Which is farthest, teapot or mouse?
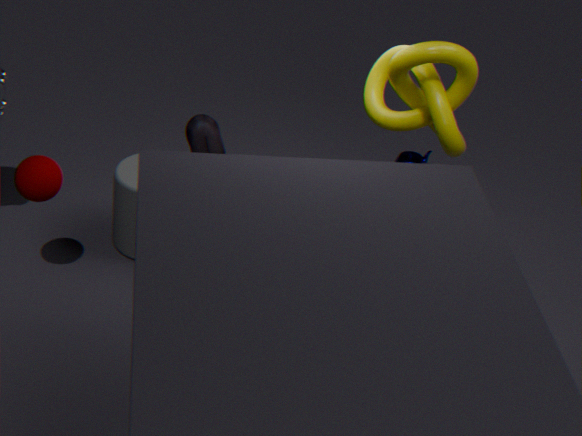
teapot
